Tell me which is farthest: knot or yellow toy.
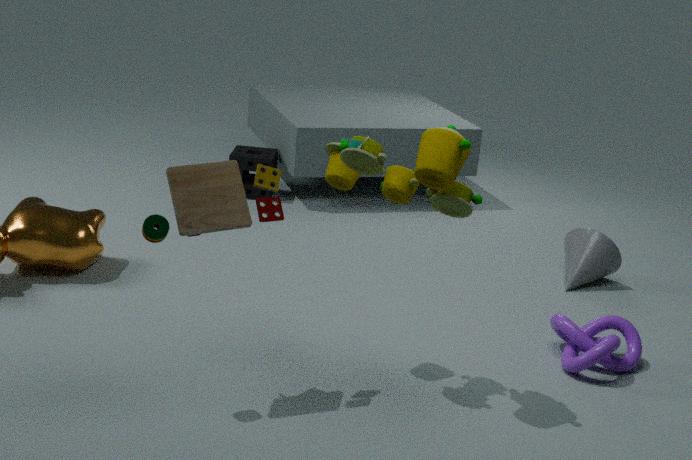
knot
